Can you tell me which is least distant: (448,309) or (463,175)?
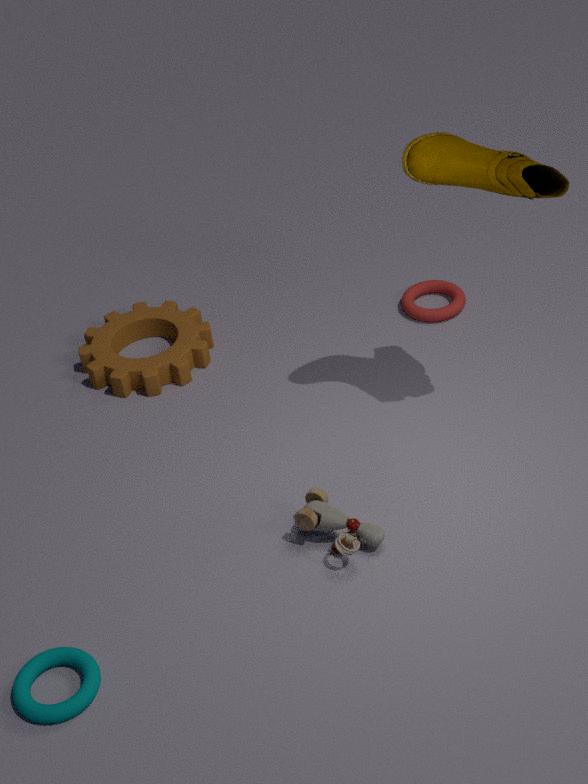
(463,175)
